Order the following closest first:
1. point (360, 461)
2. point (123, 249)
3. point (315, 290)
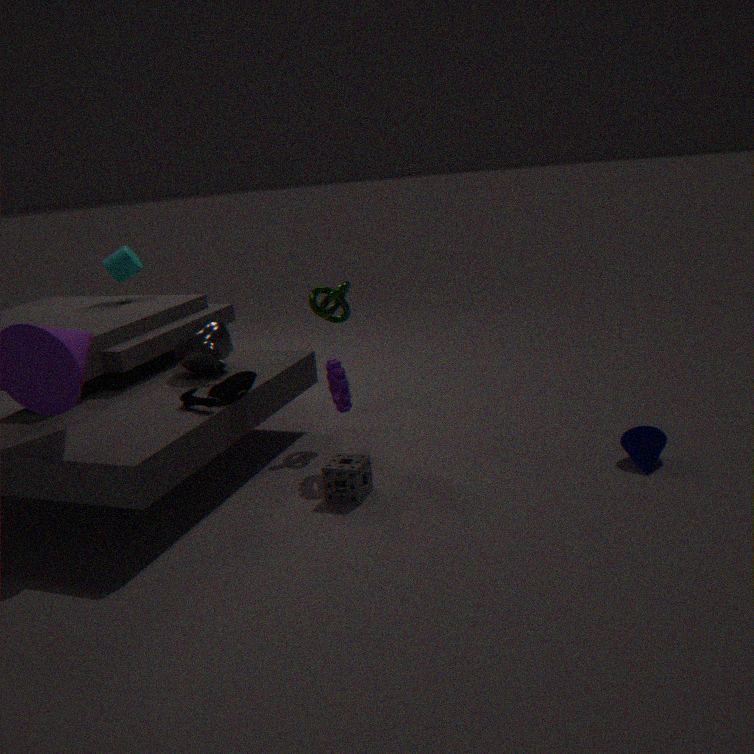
point (360, 461) < point (315, 290) < point (123, 249)
